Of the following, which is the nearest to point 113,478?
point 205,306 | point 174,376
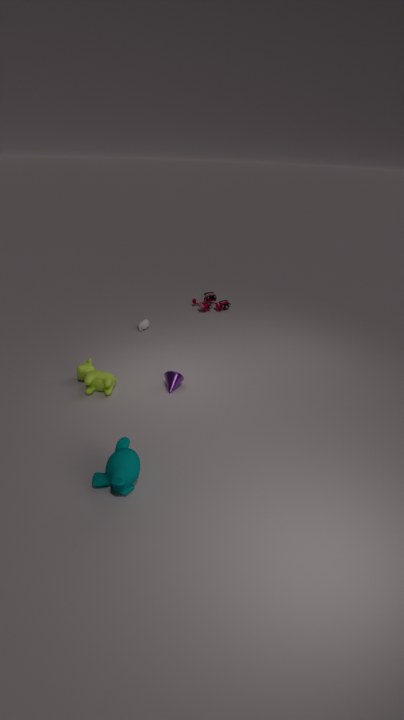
point 174,376
